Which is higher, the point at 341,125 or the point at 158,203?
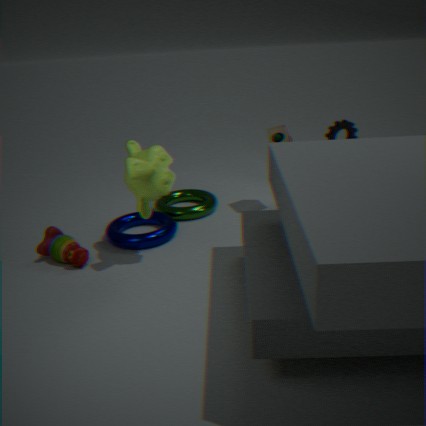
the point at 341,125
